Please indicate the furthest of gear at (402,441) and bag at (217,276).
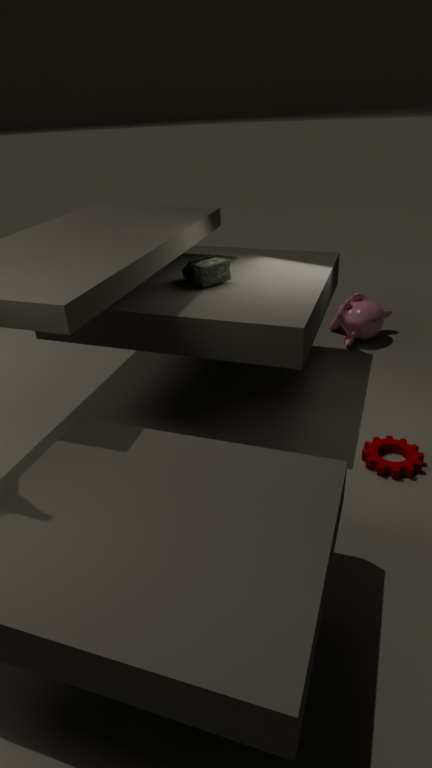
bag at (217,276)
